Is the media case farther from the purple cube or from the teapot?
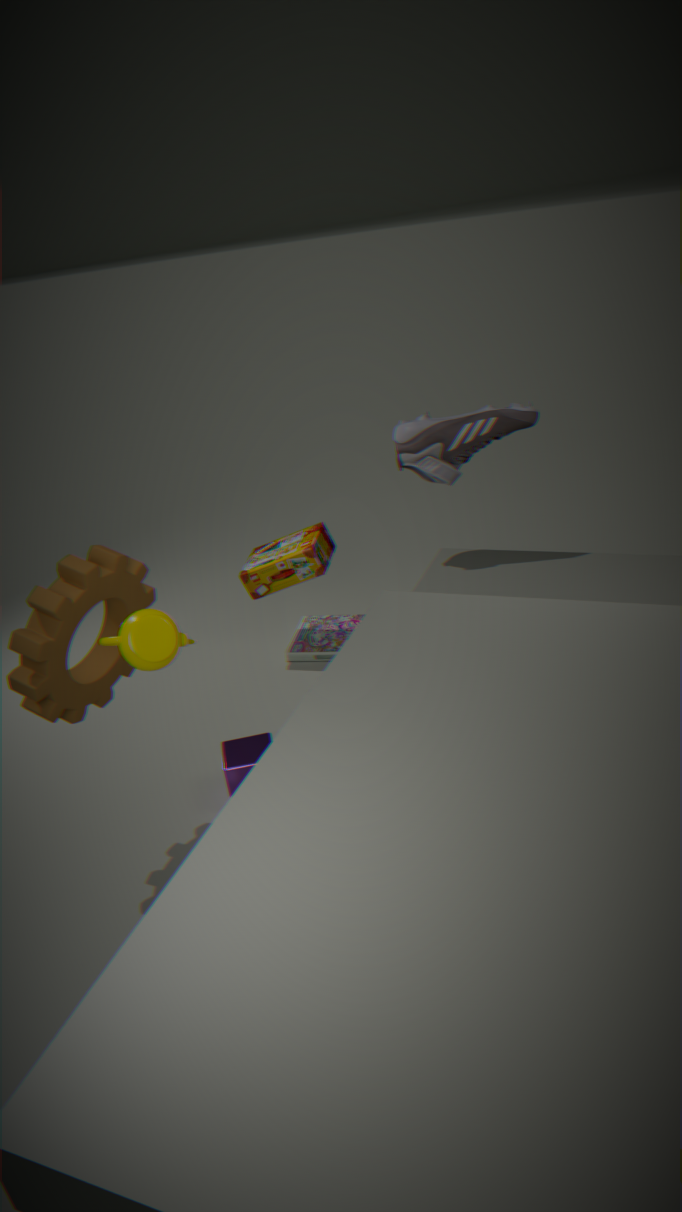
the teapot
